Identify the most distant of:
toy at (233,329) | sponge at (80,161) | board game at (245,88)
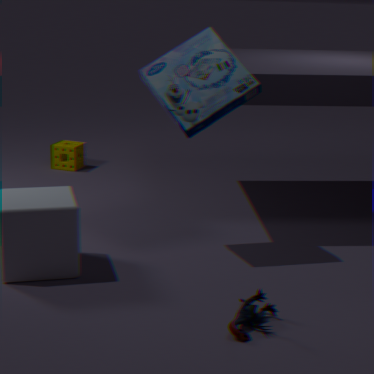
sponge at (80,161)
